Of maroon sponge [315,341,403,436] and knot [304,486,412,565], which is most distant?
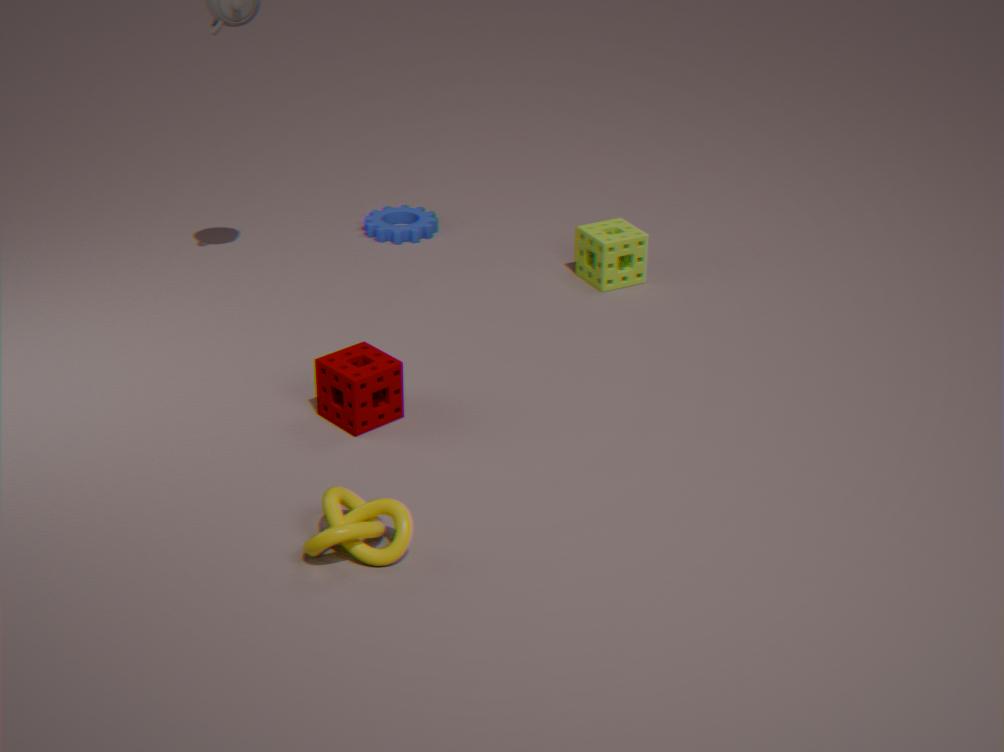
maroon sponge [315,341,403,436]
